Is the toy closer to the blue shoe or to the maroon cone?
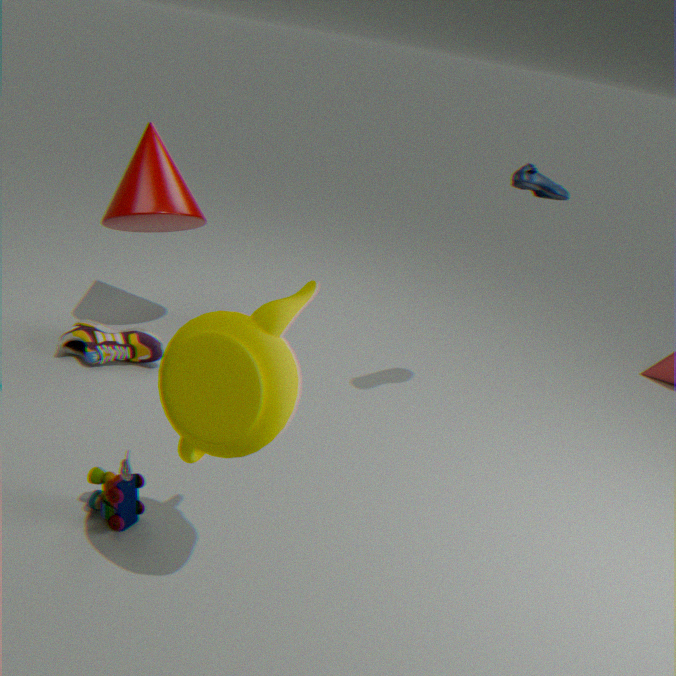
the maroon cone
